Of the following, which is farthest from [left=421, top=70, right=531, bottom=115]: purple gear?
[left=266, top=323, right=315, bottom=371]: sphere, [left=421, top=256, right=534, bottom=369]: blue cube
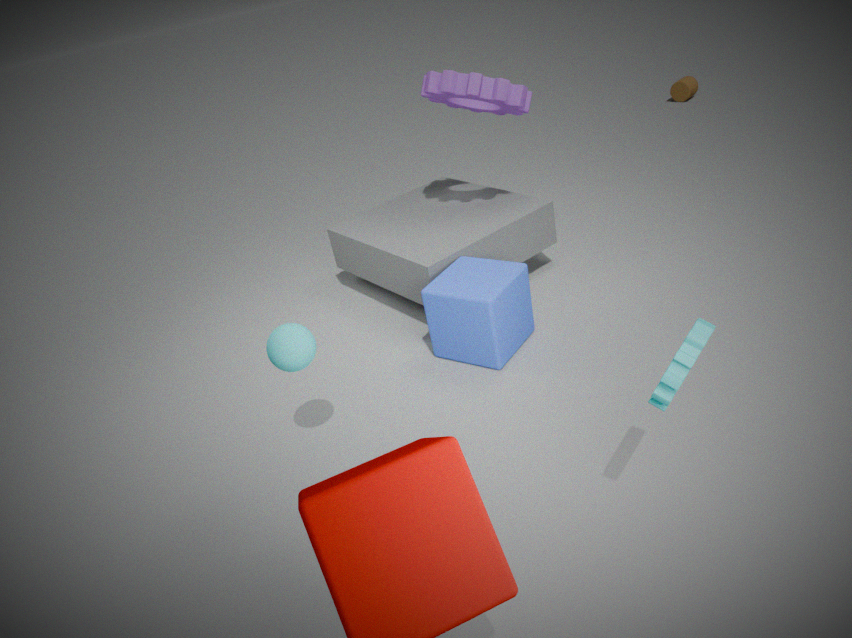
[left=266, top=323, right=315, bottom=371]: sphere
